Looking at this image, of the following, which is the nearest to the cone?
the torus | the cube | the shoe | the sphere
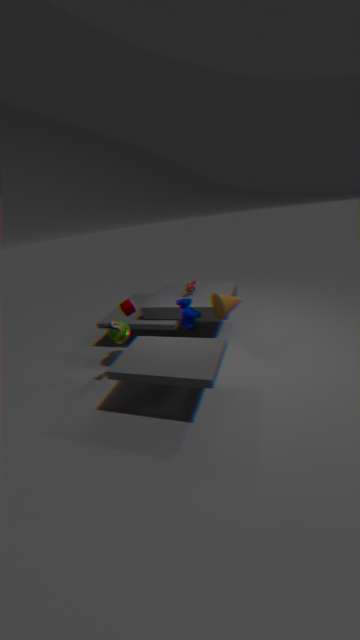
the cube
